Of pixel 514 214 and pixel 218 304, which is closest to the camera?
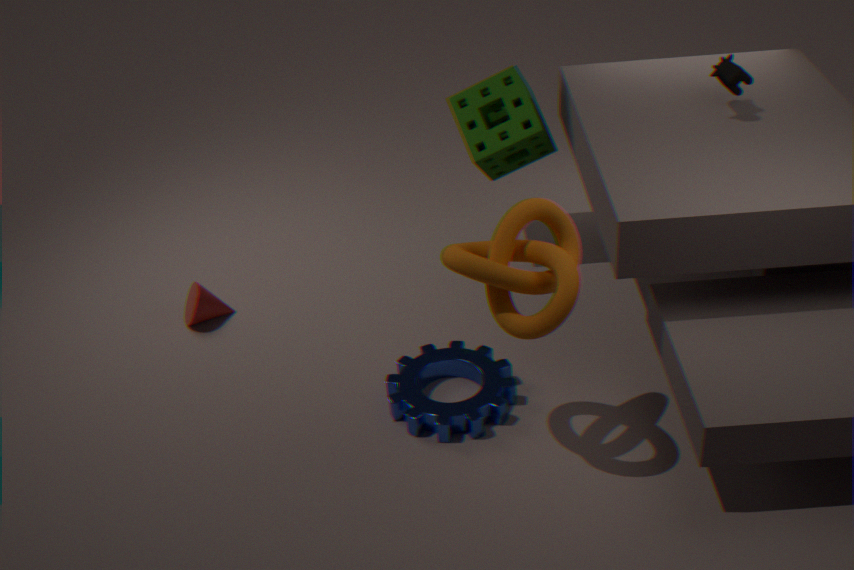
pixel 514 214
